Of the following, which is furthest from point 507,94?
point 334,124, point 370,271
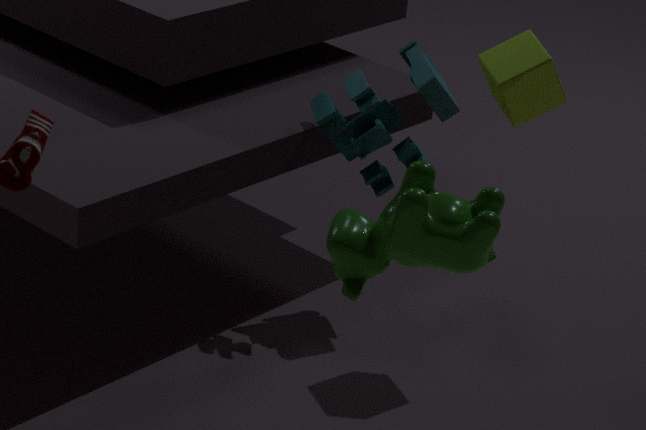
point 370,271
